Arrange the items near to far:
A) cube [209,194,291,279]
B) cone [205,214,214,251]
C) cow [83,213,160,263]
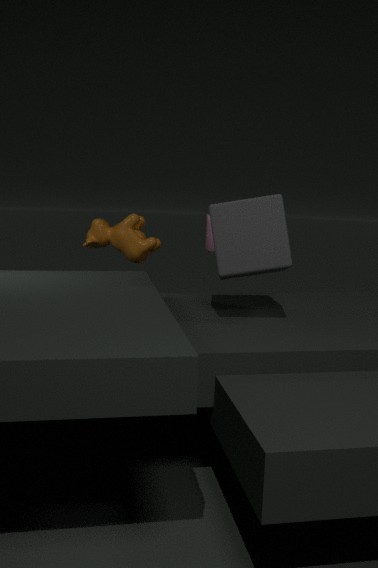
1. cube [209,194,291,279]
2. cone [205,214,214,251]
3. cow [83,213,160,263]
